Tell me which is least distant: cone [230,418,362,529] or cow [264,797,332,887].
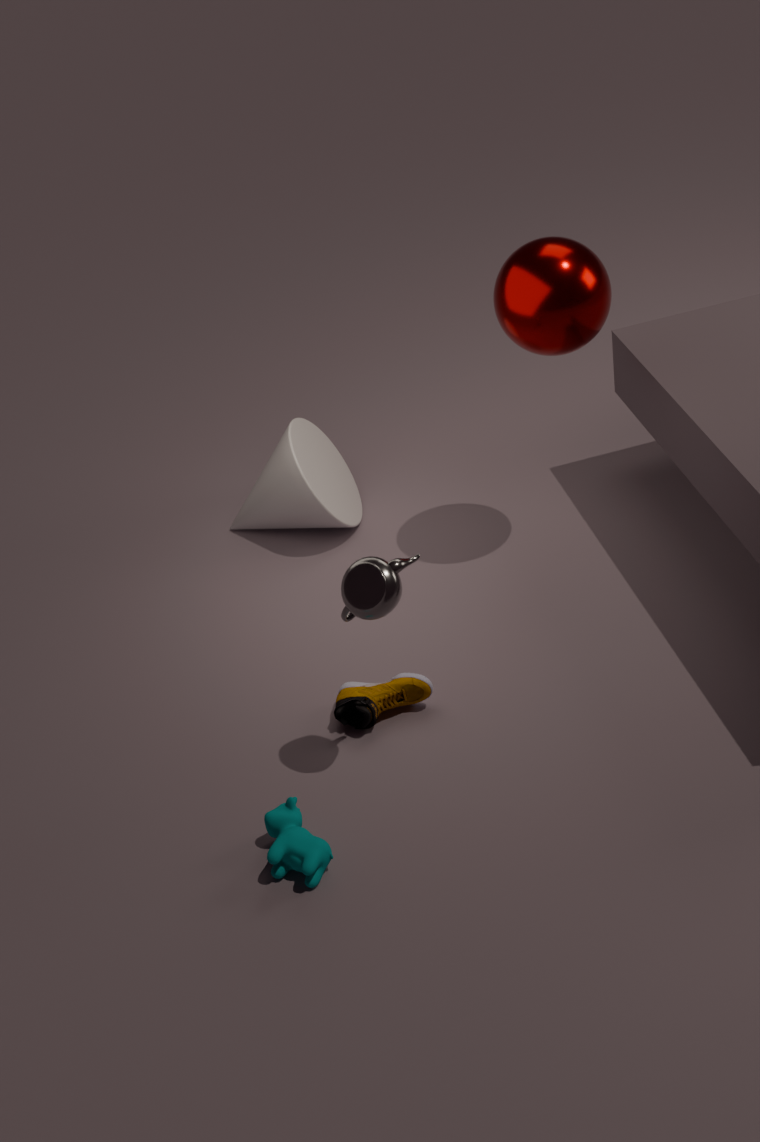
cow [264,797,332,887]
